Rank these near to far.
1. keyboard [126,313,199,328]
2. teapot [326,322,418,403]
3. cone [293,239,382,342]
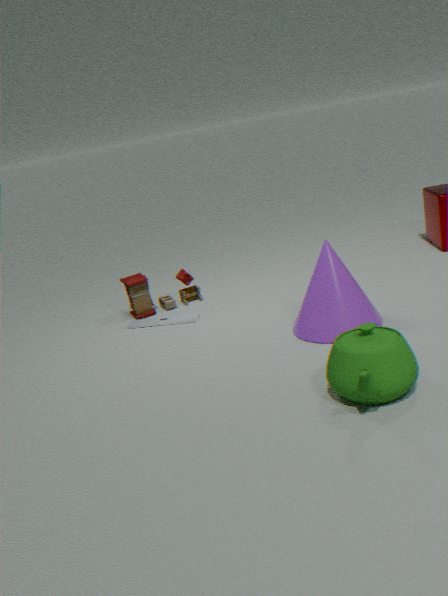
1. teapot [326,322,418,403]
2. cone [293,239,382,342]
3. keyboard [126,313,199,328]
